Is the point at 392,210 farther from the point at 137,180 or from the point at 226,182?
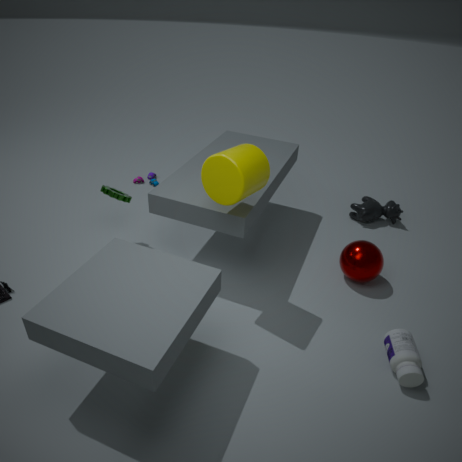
the point at 137,180
